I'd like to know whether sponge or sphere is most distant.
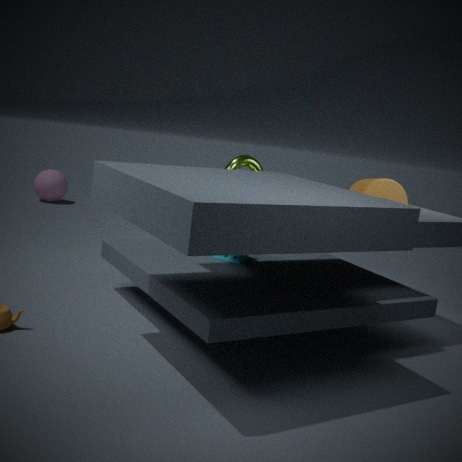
sphere
